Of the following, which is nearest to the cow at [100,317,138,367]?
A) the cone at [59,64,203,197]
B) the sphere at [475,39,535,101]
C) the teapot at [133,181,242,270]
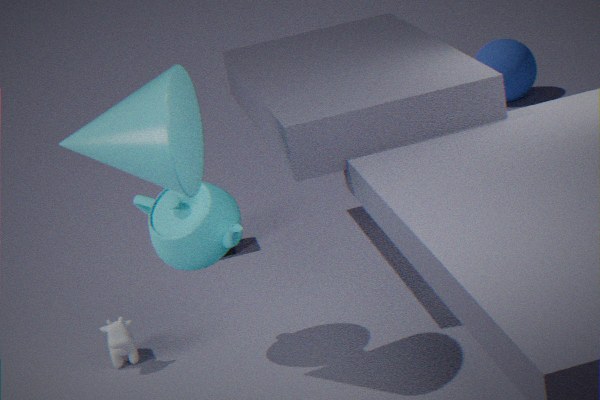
the teapot at [133,181,242,270]
